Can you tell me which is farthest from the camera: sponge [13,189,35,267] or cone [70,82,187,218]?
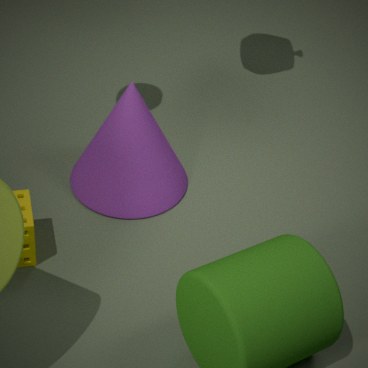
cone [70,82,187,218]
